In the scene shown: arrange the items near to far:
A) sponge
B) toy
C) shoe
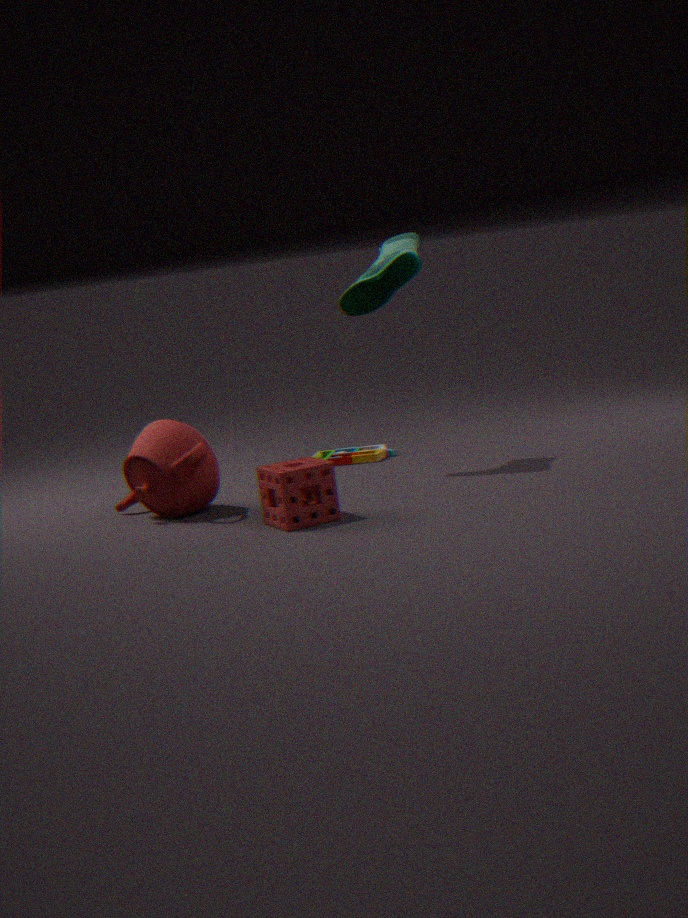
sponge
shoe
toy
